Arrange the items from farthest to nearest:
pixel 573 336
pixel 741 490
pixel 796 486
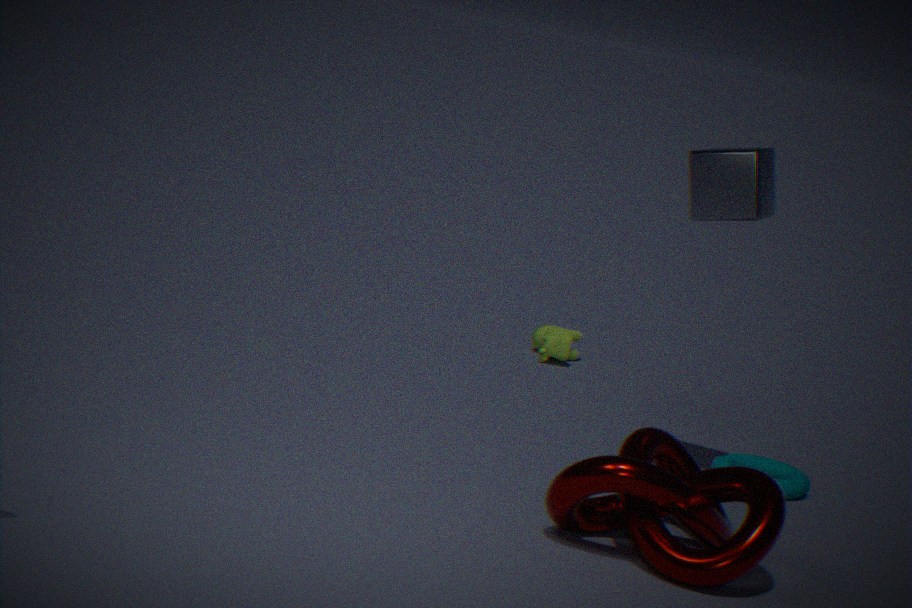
pixel 573 336 → pixel 796 486 → pixel 741 490
